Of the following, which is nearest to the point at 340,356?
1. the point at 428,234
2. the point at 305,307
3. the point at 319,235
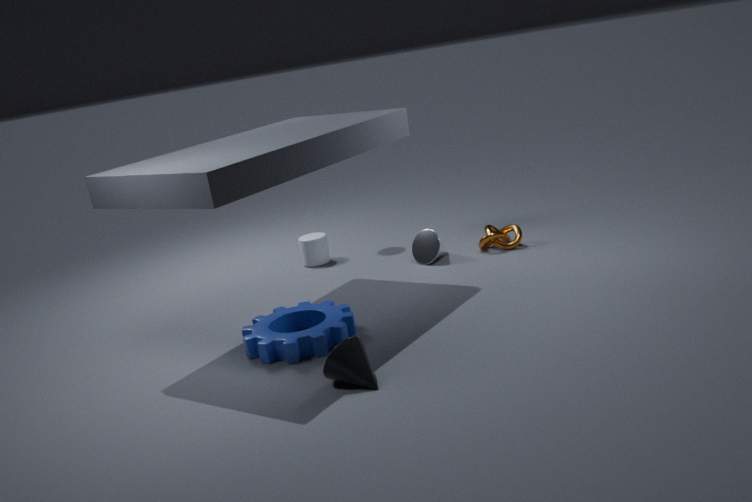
the point at 305,307
